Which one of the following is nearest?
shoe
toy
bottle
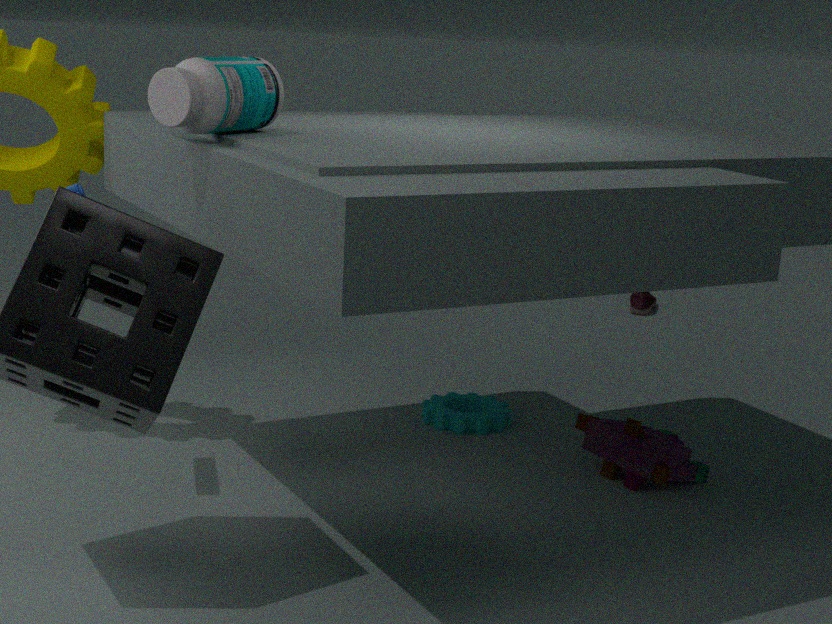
bottle
